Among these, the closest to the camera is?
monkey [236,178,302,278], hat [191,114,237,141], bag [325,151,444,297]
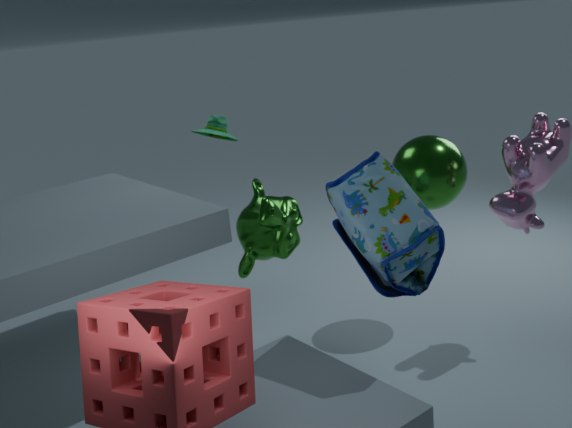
bag [325,151,444,297]
